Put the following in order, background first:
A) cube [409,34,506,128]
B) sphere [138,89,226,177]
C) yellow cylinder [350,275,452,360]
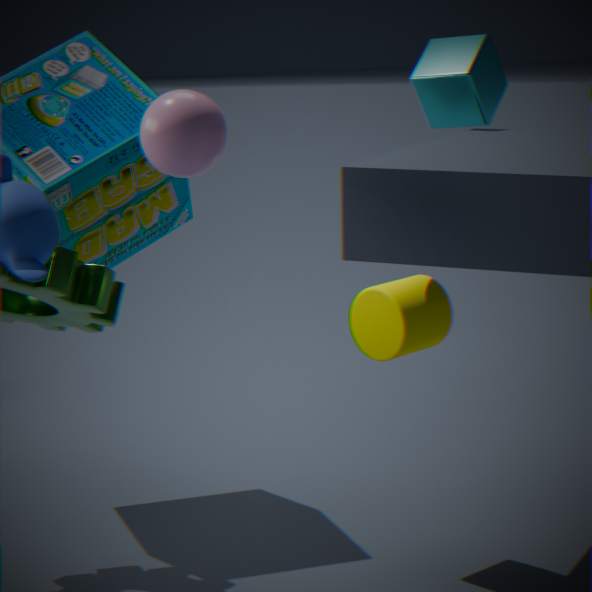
1. cube [409,34,506,128]
2. yellow cylinder [350,275,452,360]
3. sphere [138,89,226,177]
